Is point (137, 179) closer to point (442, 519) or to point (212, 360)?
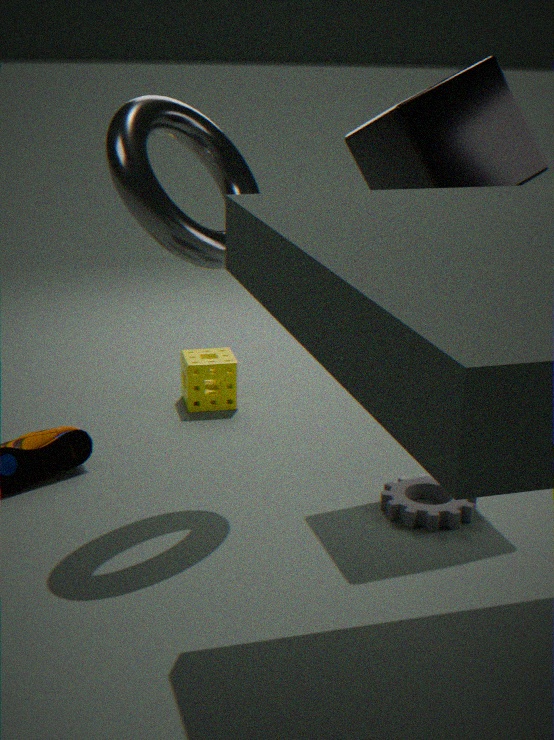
point (212, 360)
